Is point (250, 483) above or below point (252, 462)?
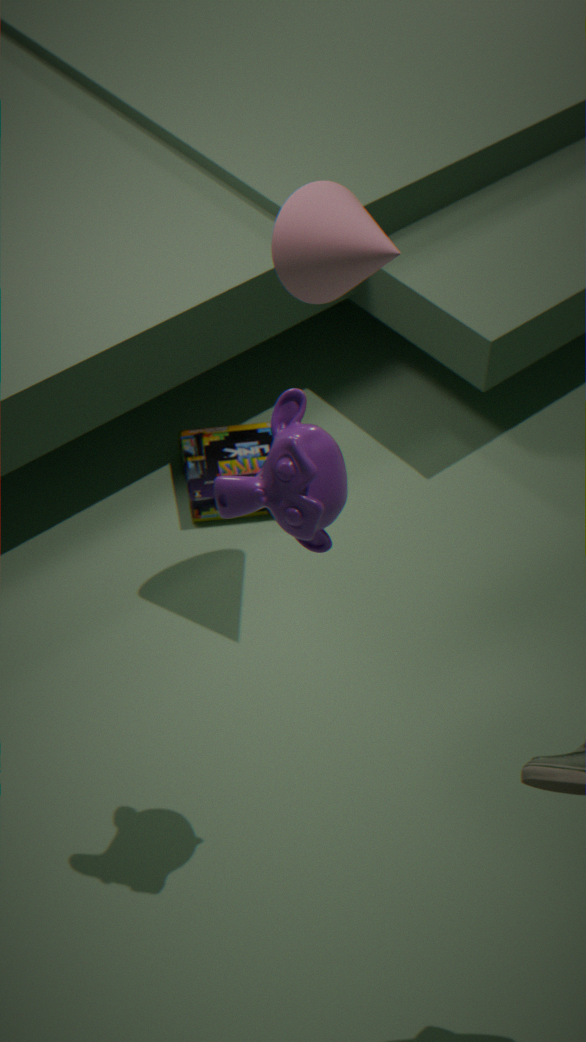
above
